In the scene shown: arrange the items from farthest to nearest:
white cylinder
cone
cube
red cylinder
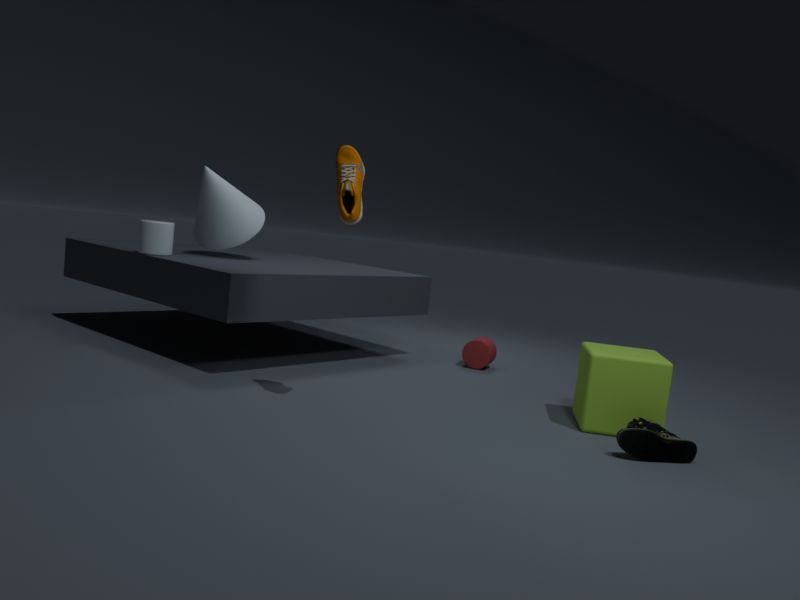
red cylinder < cone < white cylinder < cube
